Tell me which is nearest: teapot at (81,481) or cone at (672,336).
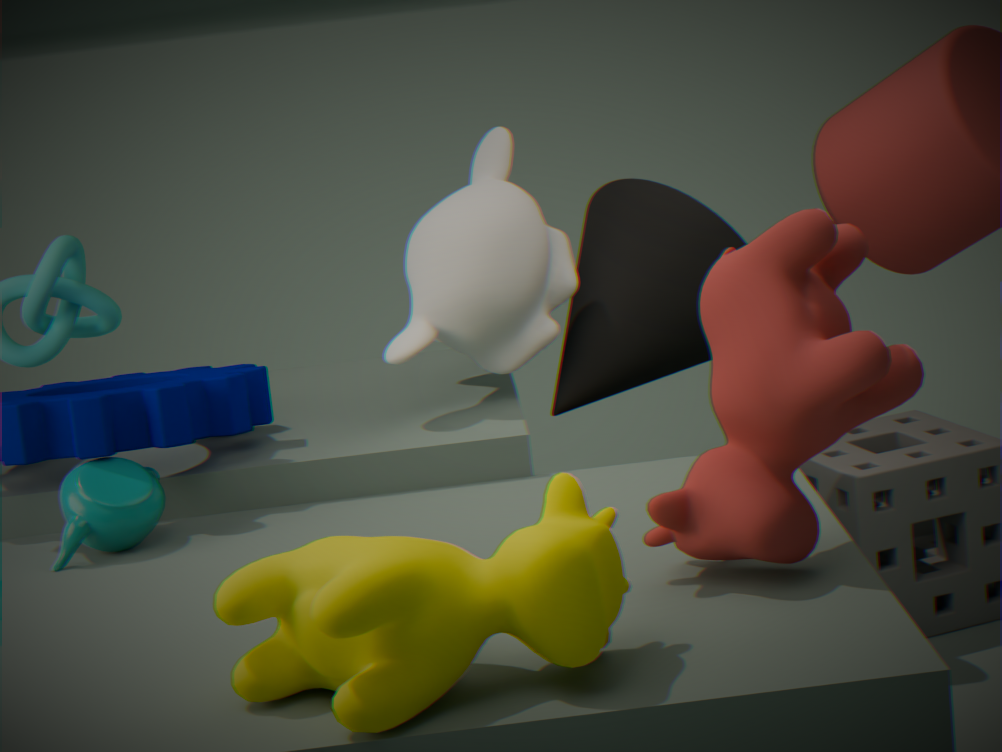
teapot at (81,481)
